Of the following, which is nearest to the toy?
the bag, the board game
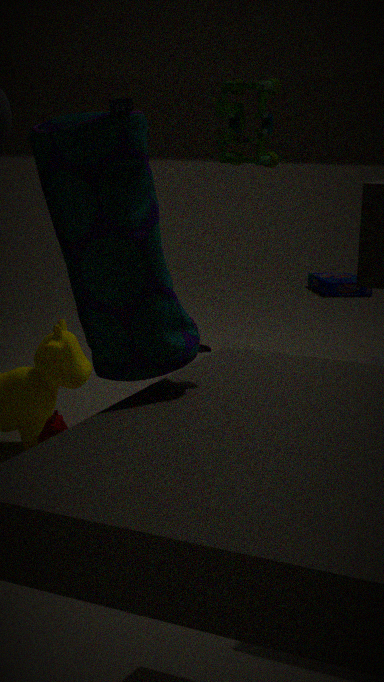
the bag
